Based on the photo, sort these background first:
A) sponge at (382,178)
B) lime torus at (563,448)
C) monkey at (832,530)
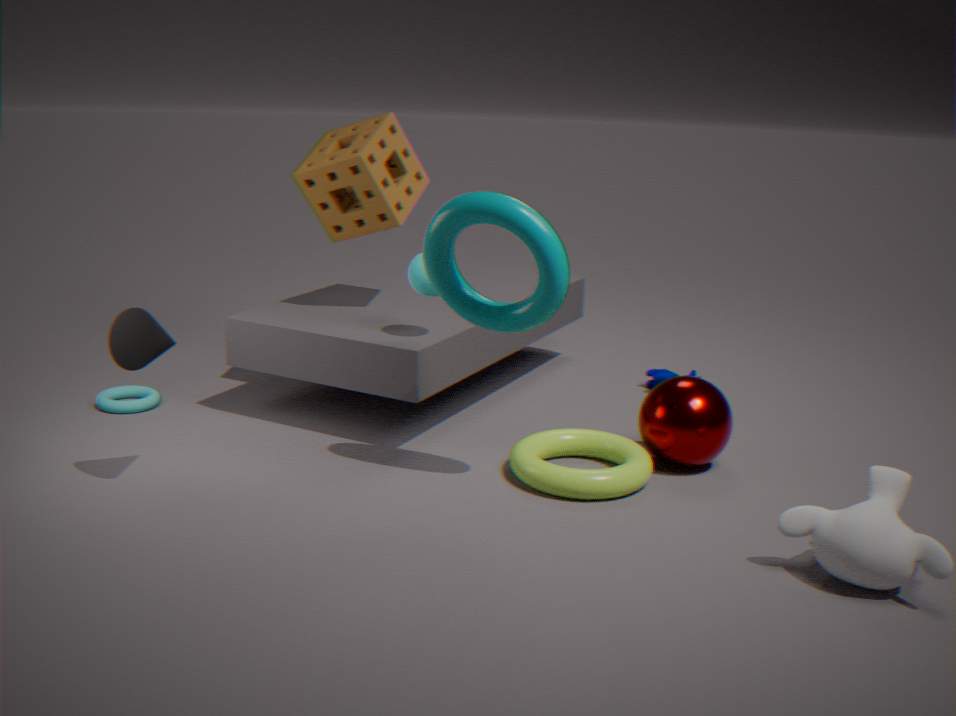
sponge at (382,178) < lime torus at (563,448) < monkey at (832,530)
